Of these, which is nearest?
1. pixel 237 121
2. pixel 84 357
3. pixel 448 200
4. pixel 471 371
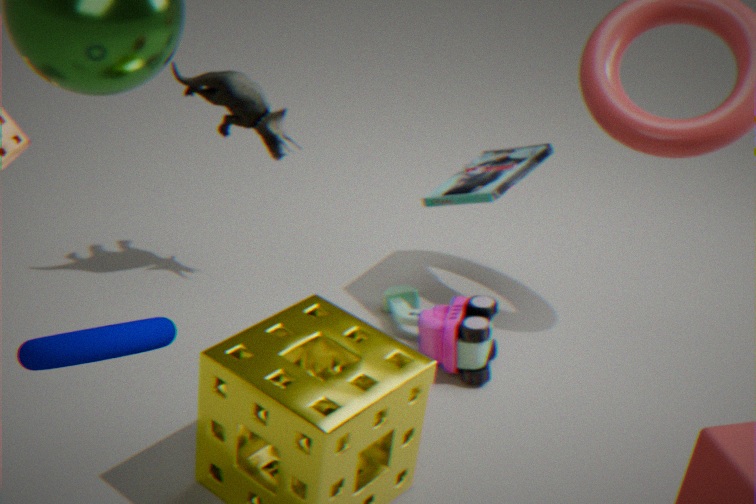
pixel 84 357
